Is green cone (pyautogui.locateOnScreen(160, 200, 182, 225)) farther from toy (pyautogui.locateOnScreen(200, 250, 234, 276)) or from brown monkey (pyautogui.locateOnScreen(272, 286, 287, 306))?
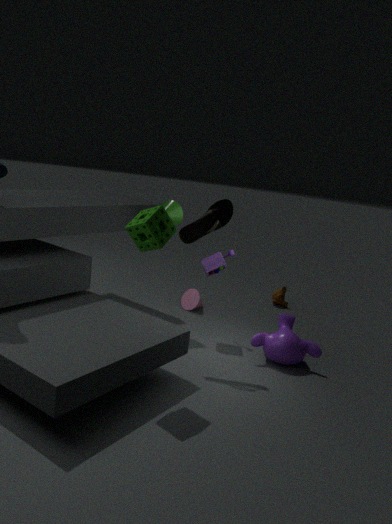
brown monkey (pyautogui.locateOnScreen(272, 286, 287, 306))
